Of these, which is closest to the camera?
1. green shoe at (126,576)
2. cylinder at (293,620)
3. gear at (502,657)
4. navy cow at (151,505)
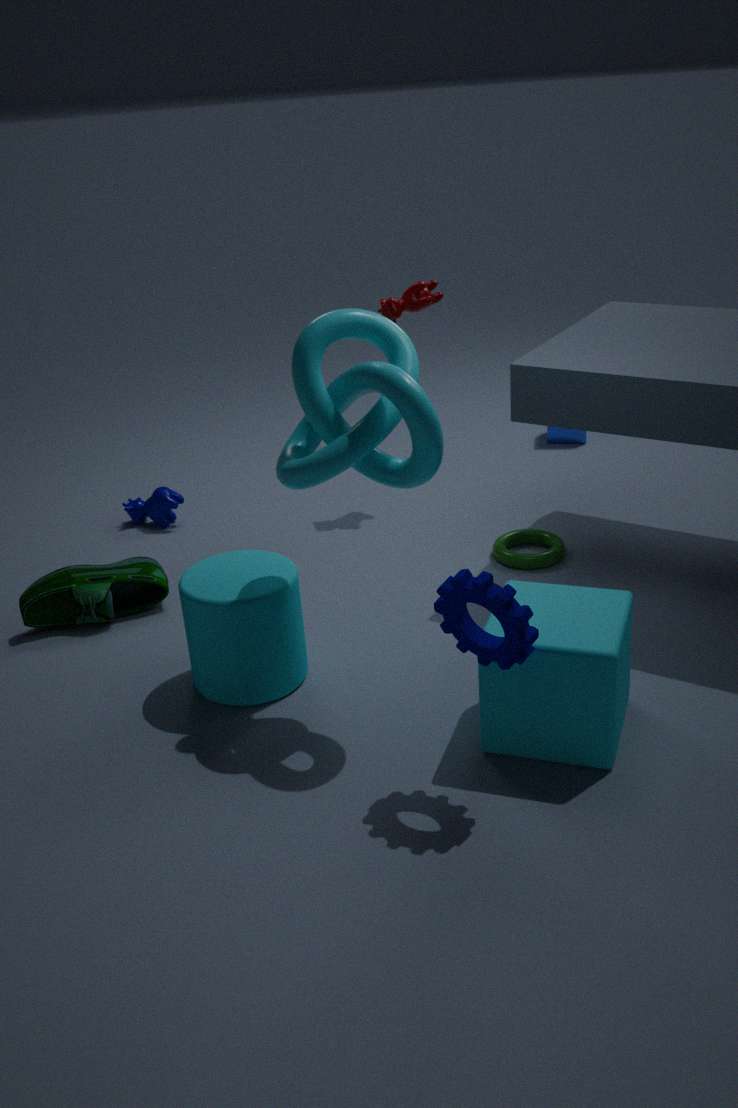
gear at (502,657)
